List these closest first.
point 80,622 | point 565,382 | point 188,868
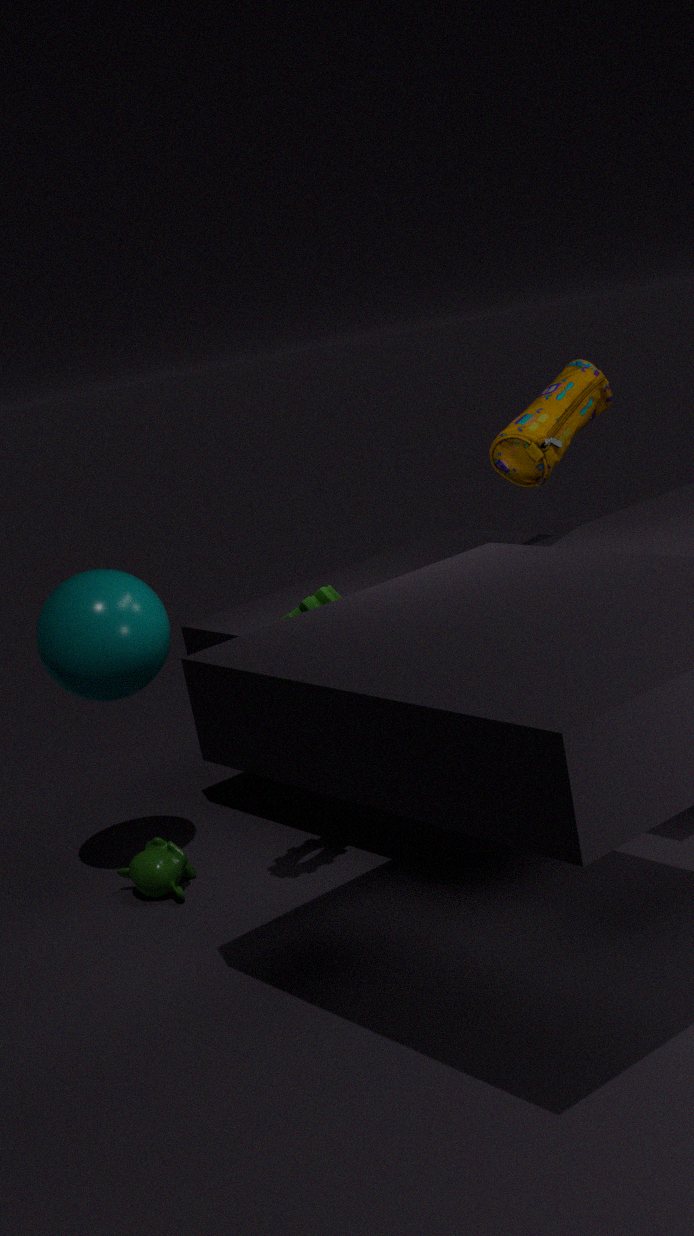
1. point 80,622
2. point 188,868
3. point 565,382
